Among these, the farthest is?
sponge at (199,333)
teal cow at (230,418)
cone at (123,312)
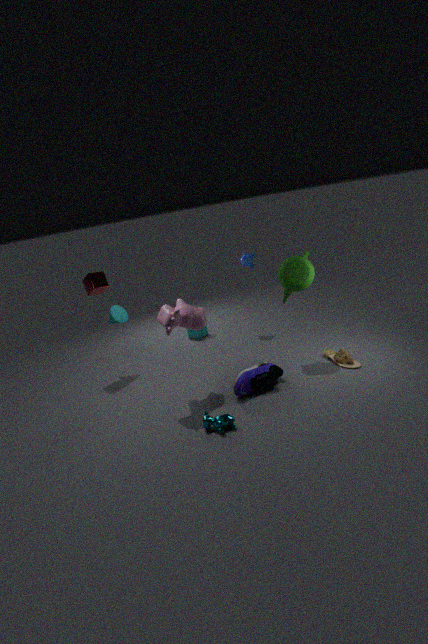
sponge at (199,333)
